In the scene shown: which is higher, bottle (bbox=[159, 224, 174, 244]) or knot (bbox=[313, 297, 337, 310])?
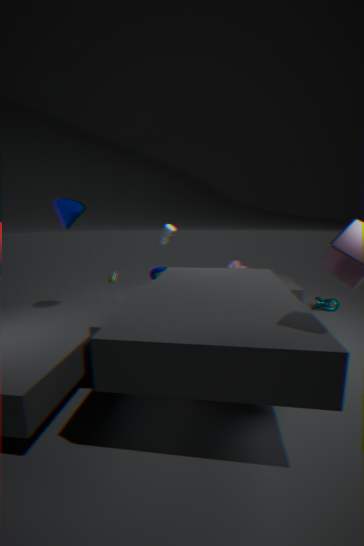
bottle (bbox=[159, 224, 174, 244])
